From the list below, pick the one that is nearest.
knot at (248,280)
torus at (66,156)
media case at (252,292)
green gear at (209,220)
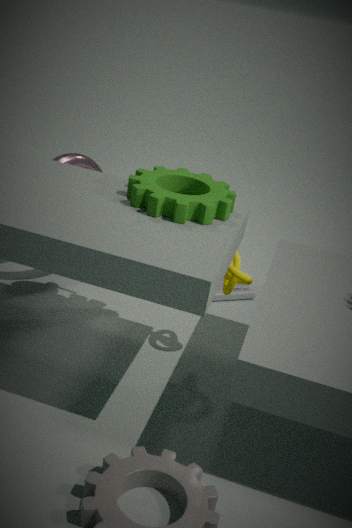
green gear at (209,220)
